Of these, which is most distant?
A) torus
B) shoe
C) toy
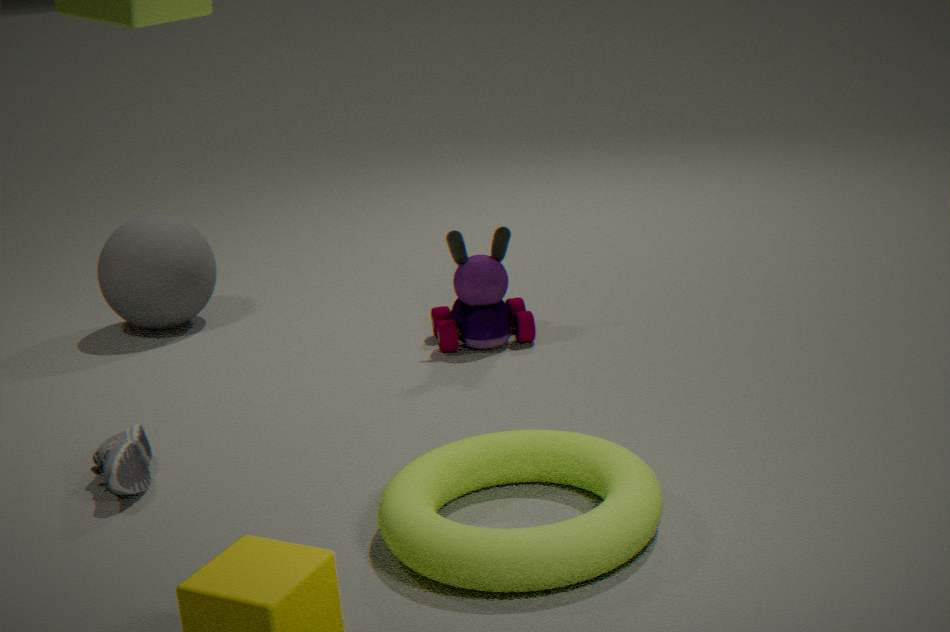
toy
